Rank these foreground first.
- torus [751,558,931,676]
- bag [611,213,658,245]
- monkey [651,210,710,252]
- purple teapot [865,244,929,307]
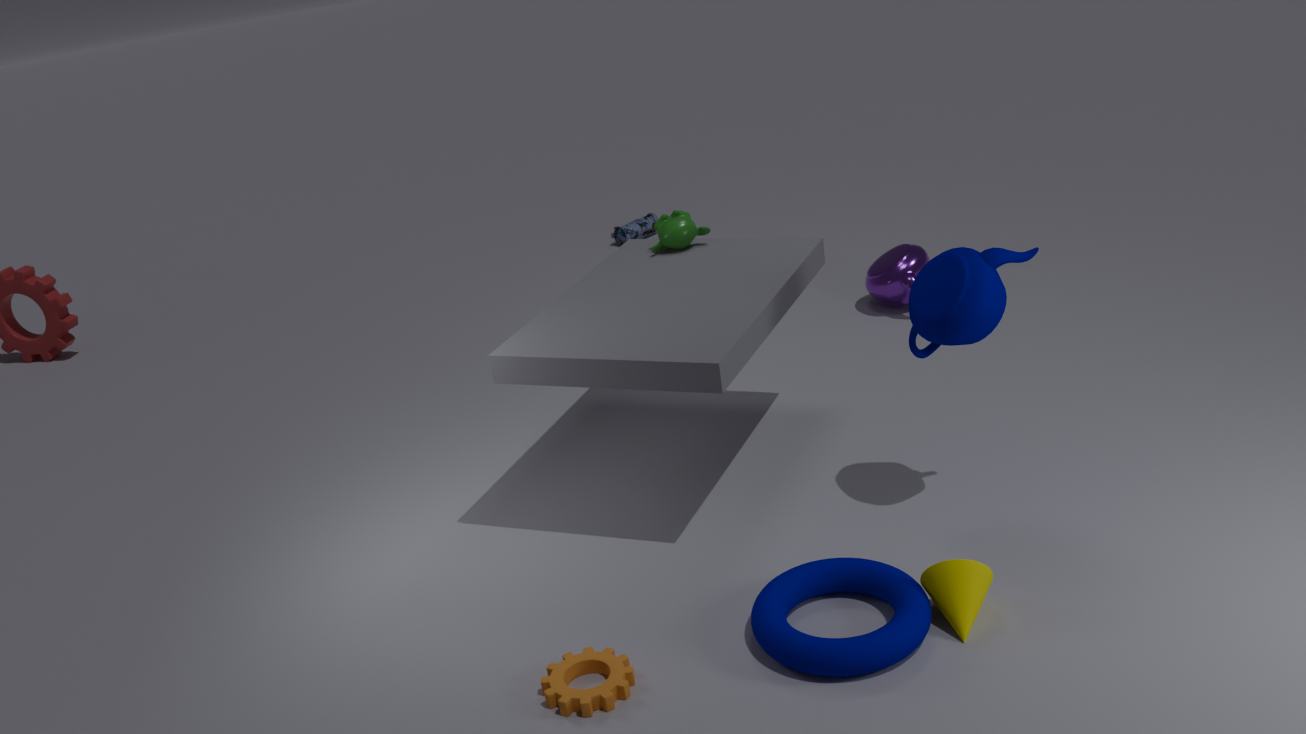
torus [751,558,931,676] → monkey [651,210,710,252] → purple teapot [865,244,929,307] → bag [611,213,658,245]
